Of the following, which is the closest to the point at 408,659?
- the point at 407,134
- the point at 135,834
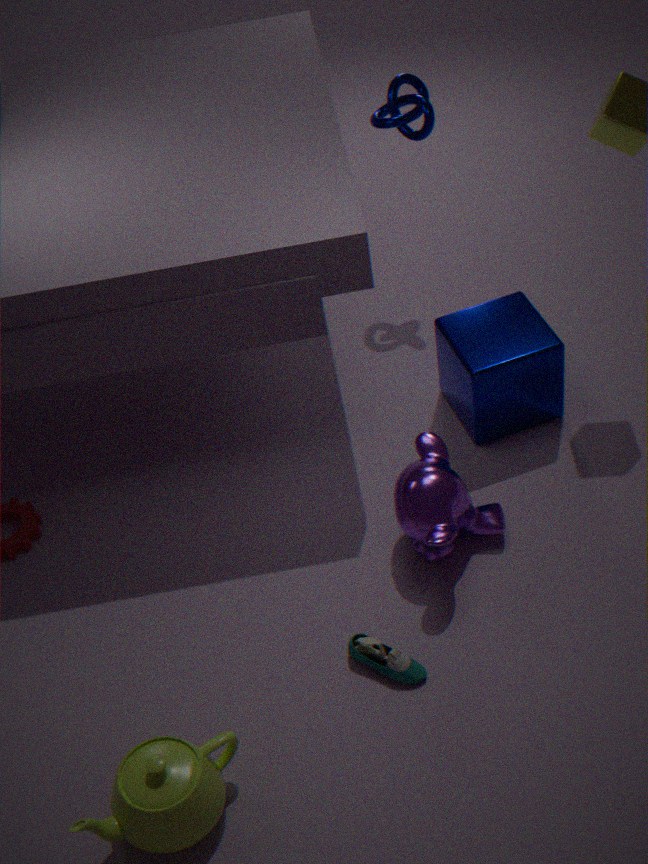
the point at 135,834
